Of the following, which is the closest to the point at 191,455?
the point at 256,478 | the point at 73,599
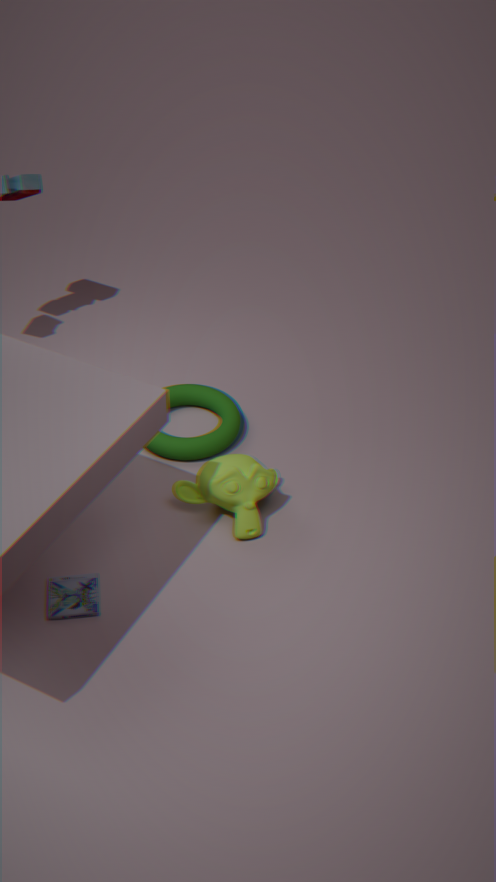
the point at 256,478
